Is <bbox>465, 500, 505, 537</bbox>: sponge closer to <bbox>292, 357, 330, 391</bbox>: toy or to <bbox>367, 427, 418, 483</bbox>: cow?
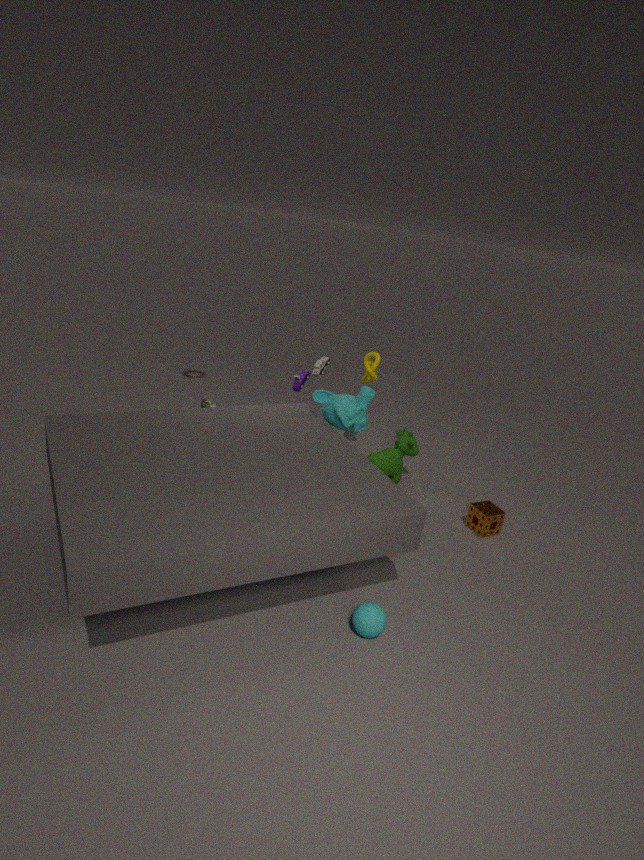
<bbox>367, 427, 418, 483</bbox>: cow
